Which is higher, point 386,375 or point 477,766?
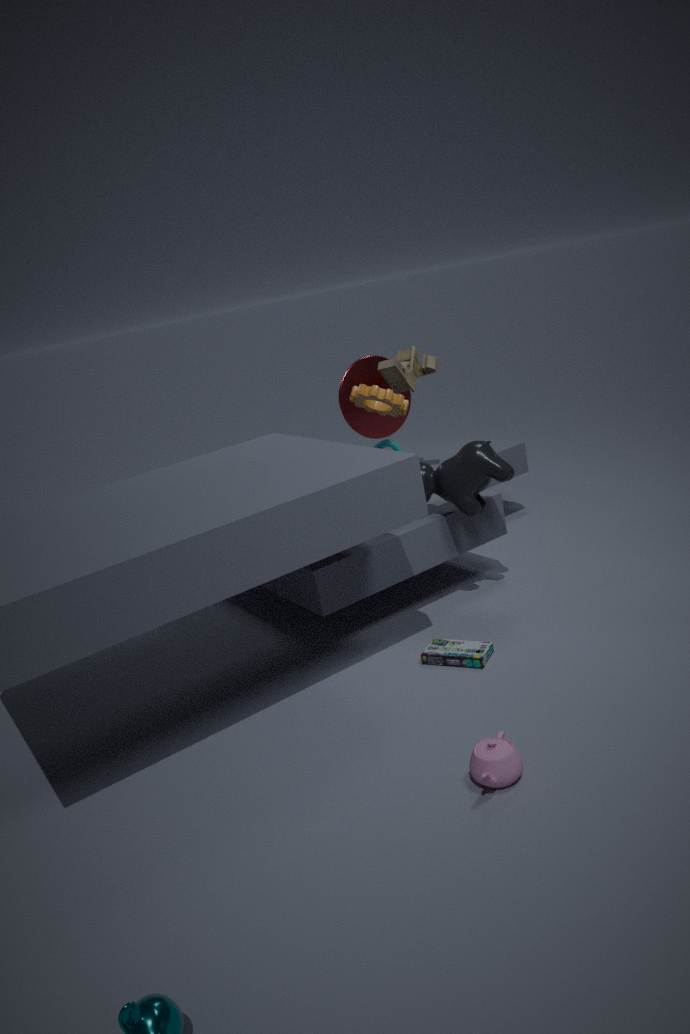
point 386,375
